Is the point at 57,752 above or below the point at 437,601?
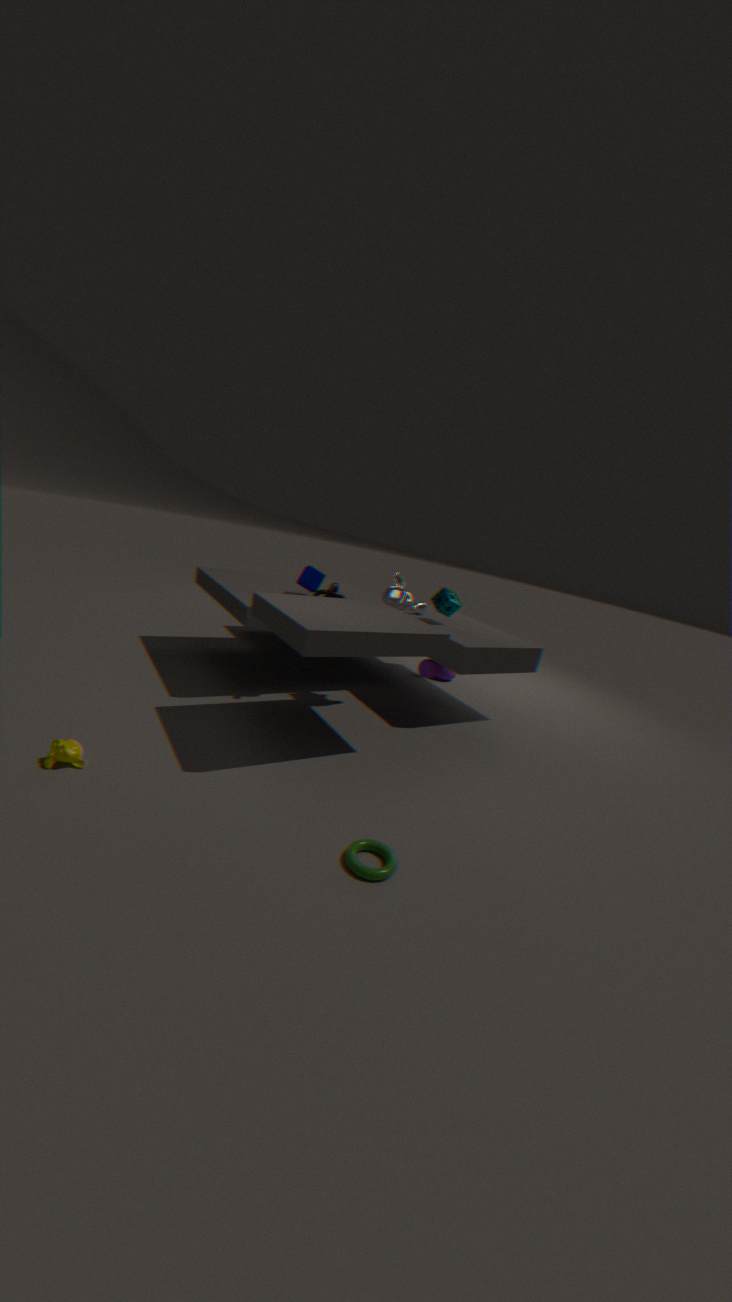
Result: below
